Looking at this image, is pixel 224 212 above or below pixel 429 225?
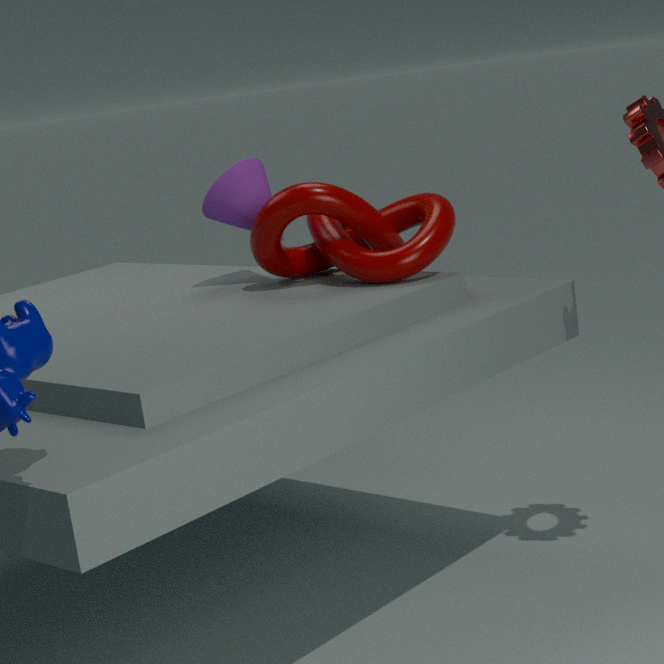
above
